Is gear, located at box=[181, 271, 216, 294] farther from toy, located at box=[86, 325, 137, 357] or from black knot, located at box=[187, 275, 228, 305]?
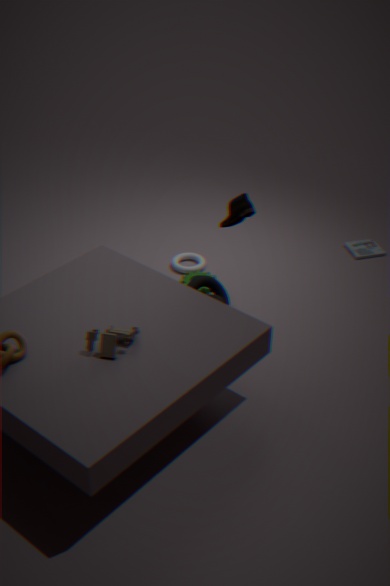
Answer: toy, located at box=[86, 325, 137, 357]
